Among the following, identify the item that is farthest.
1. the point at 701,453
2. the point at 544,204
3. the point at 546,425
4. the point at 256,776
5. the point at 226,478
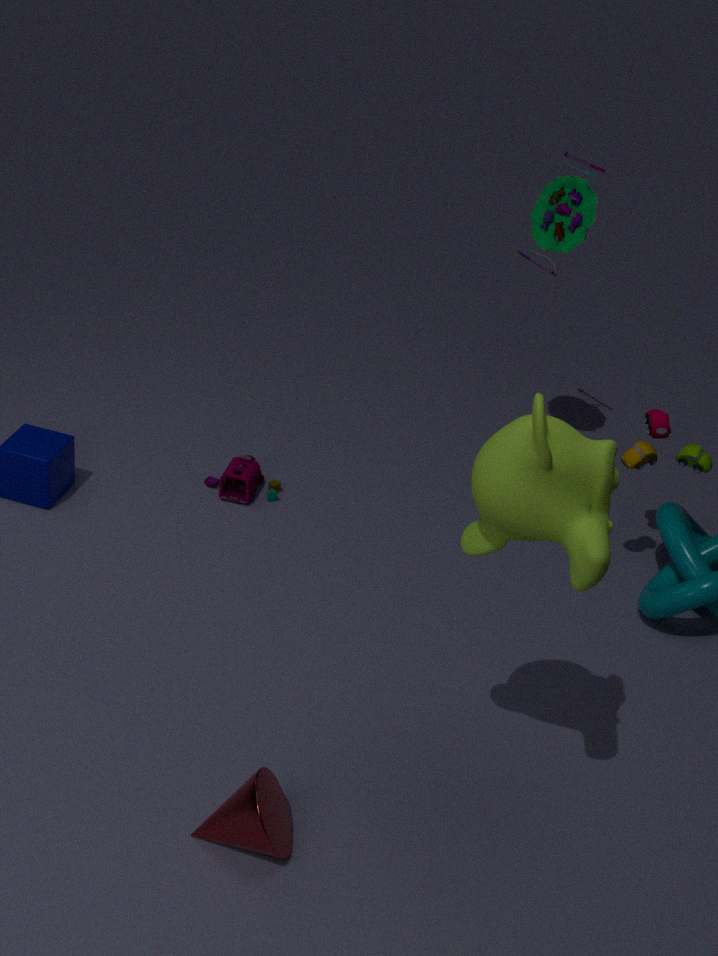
the point at 226,478
